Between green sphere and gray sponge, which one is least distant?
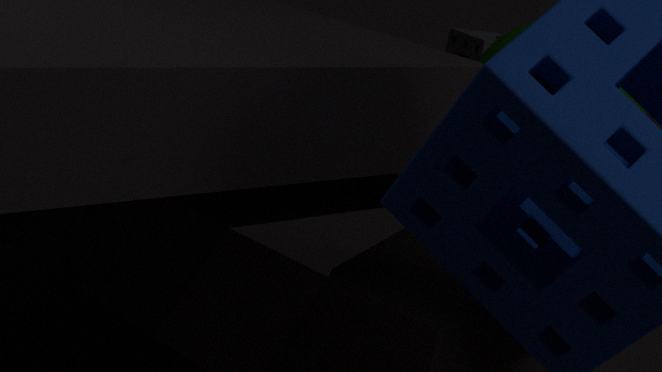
green sphere
